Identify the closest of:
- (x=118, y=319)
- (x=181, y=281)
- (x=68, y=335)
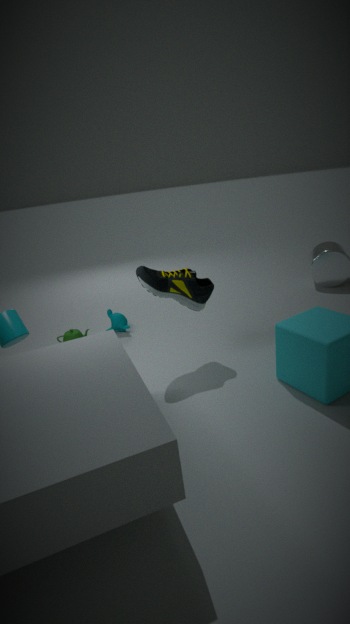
(x=181, y=281)
